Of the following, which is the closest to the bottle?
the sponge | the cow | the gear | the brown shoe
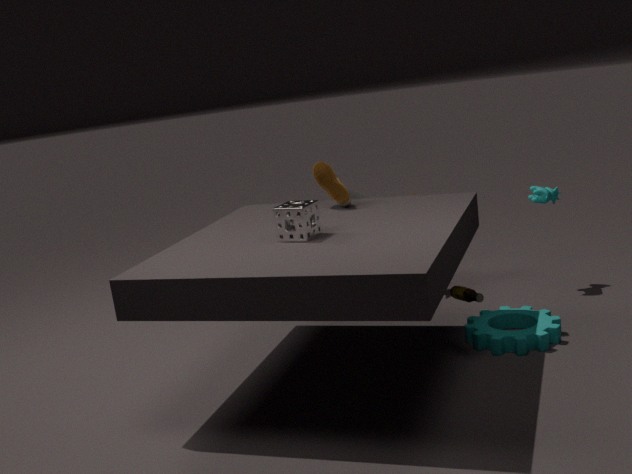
the gear
